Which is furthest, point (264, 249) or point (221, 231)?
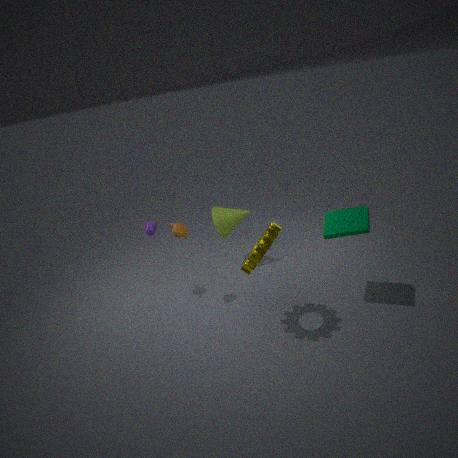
point (221, 231)
